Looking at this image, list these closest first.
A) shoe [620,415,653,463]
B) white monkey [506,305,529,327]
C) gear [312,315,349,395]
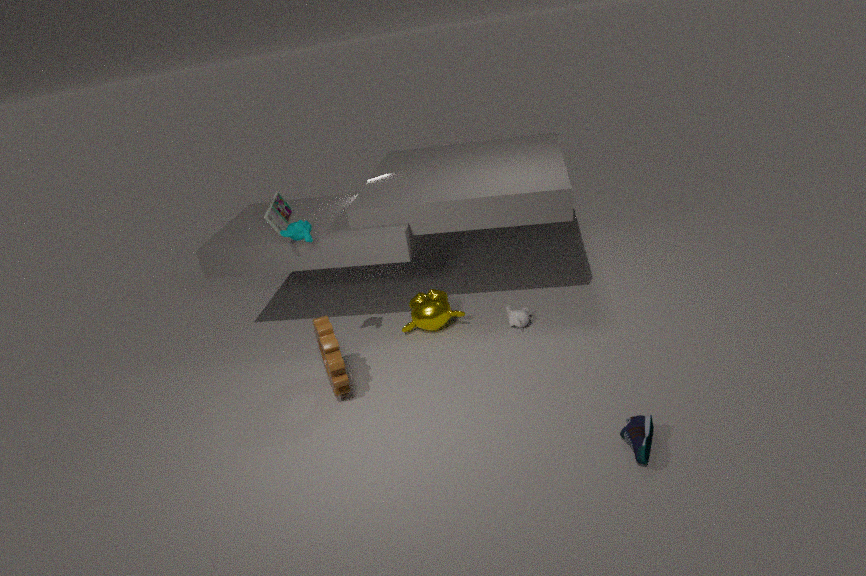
shoe [620,415,653,463]
gear [312,315,349,395]
white monkey [506,305,529,327]
